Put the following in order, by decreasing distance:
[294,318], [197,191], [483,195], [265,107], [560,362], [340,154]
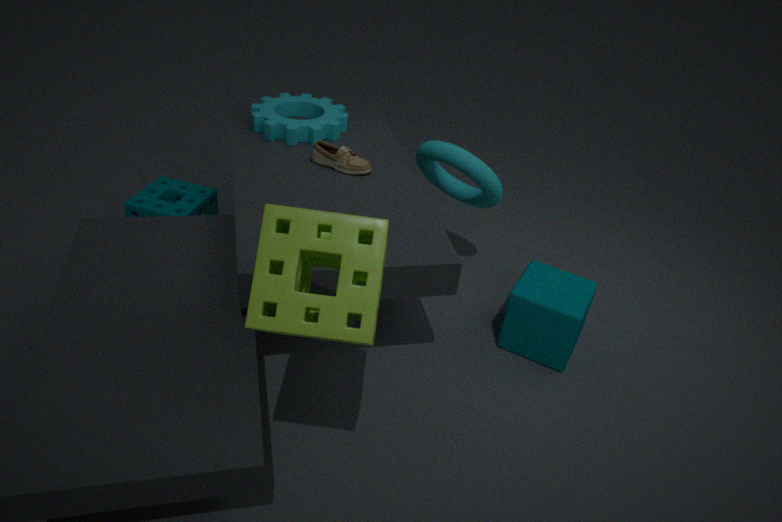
[197,191], [265,107], [483,195], [340,154], [560,362], [294,318]
